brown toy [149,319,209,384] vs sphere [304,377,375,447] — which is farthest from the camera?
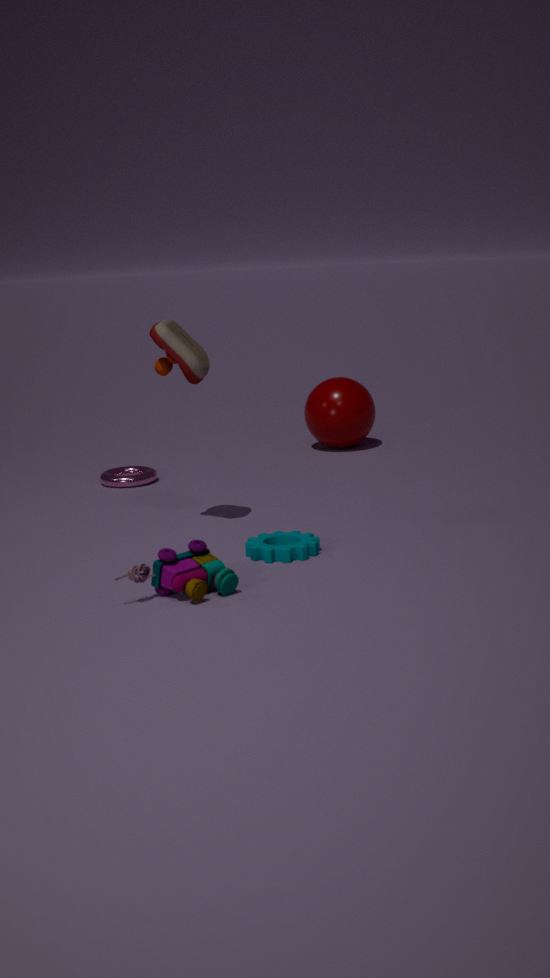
sphere [304,377,375,447]
